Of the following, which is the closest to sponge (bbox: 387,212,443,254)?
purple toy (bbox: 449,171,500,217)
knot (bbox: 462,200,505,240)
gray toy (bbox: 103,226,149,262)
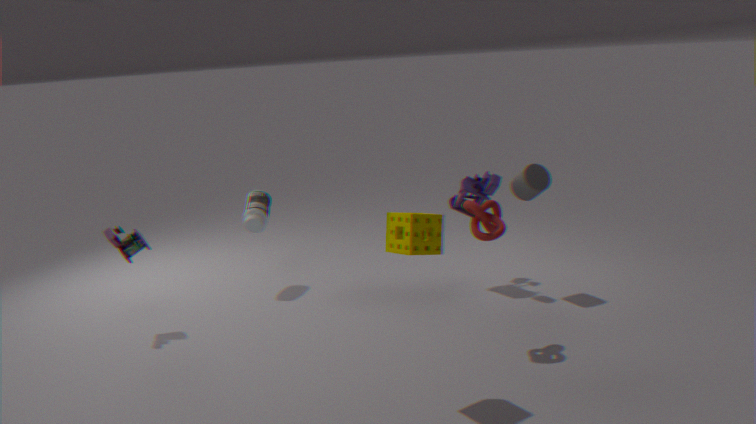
knot (bbox: 462,200,505,240)
